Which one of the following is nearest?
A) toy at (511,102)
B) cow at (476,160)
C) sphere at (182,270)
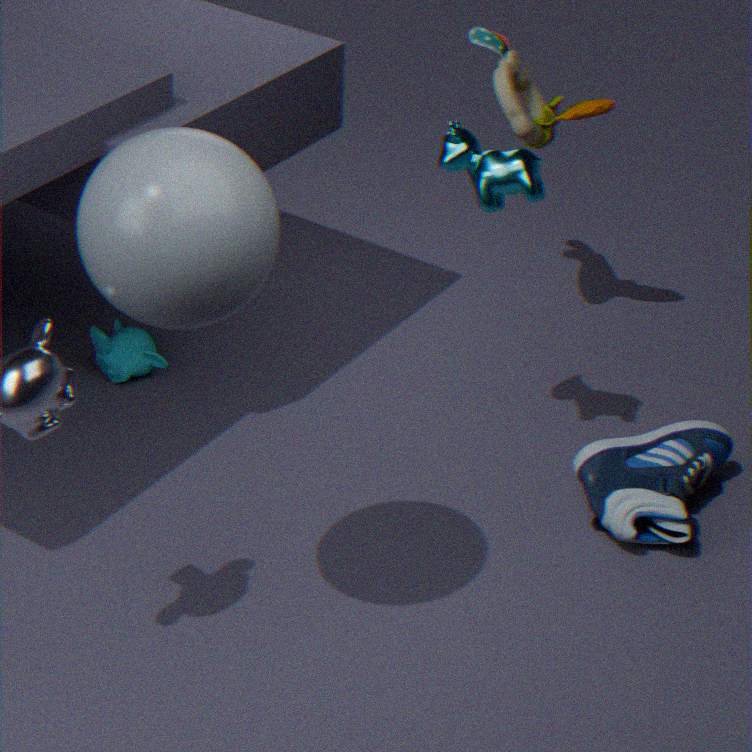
sphere at (182,270)
